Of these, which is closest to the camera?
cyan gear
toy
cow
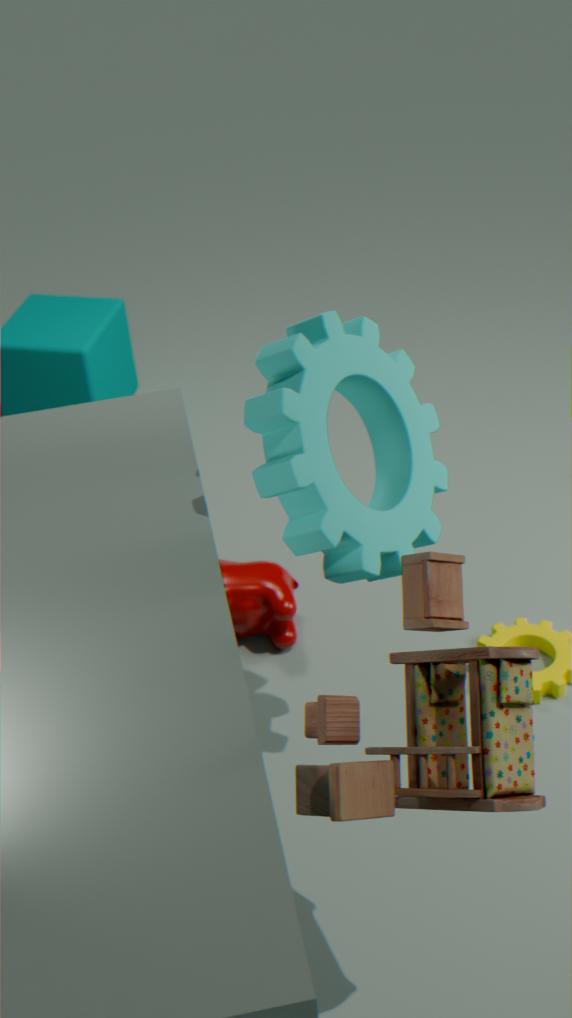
toy
